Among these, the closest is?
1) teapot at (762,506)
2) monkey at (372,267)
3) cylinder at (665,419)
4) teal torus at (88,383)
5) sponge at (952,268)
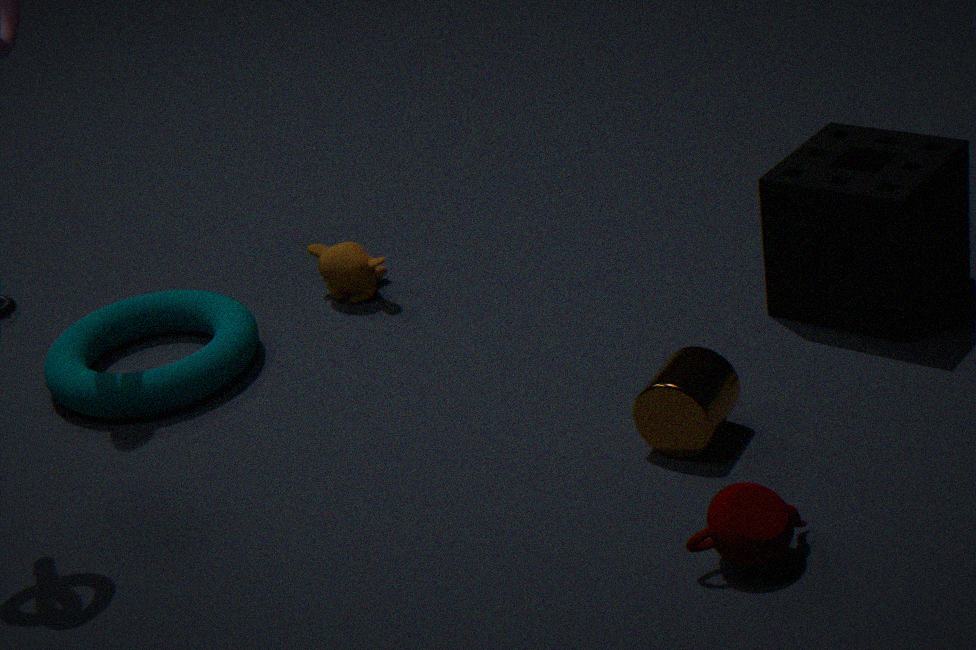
1. teapot at (762,506)
